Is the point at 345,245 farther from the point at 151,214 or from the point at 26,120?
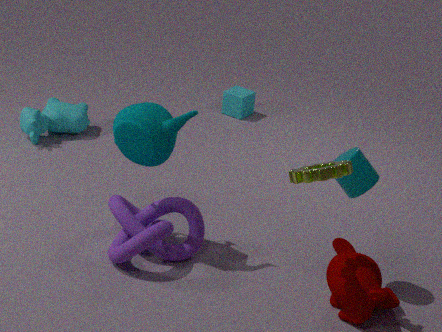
the point at 26,120
